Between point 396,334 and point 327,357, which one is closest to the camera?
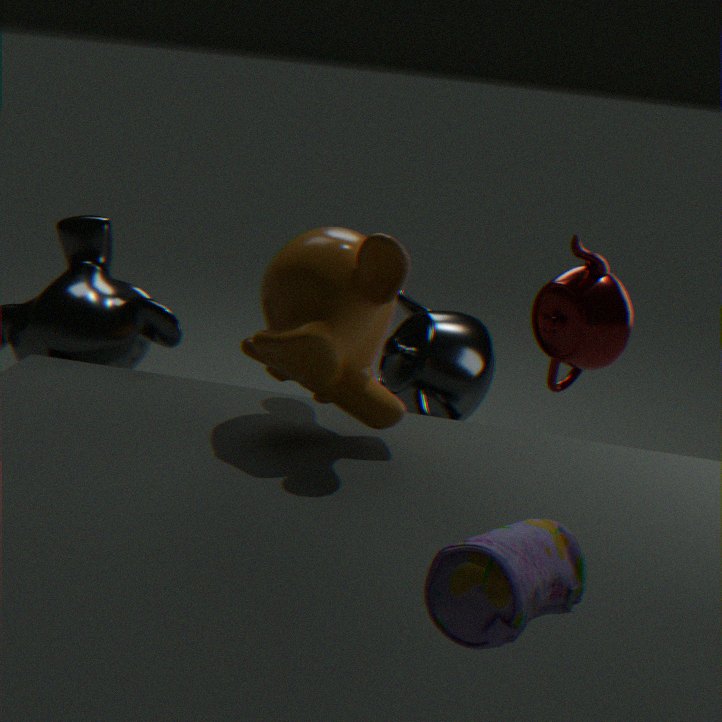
point 327,357
